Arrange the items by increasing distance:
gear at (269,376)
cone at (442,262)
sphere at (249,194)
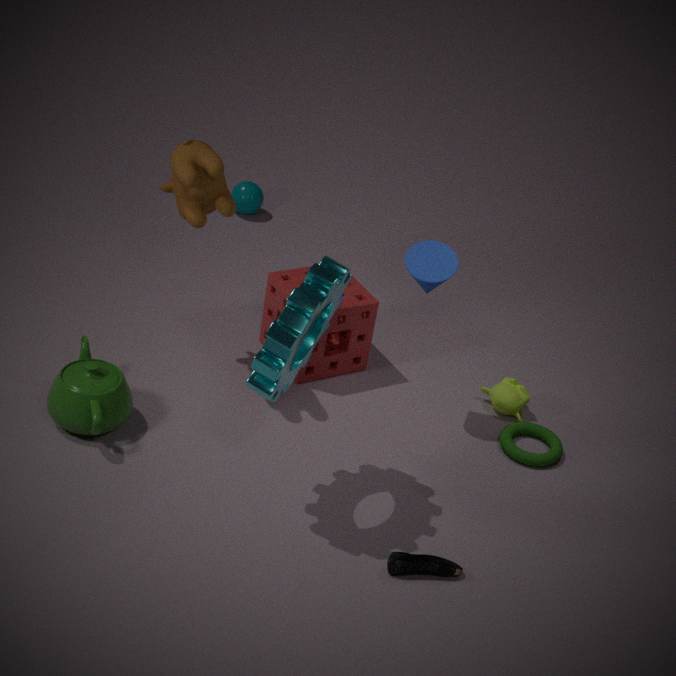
gear at (269,376), cone at (442,262), sphere at (249,194)
